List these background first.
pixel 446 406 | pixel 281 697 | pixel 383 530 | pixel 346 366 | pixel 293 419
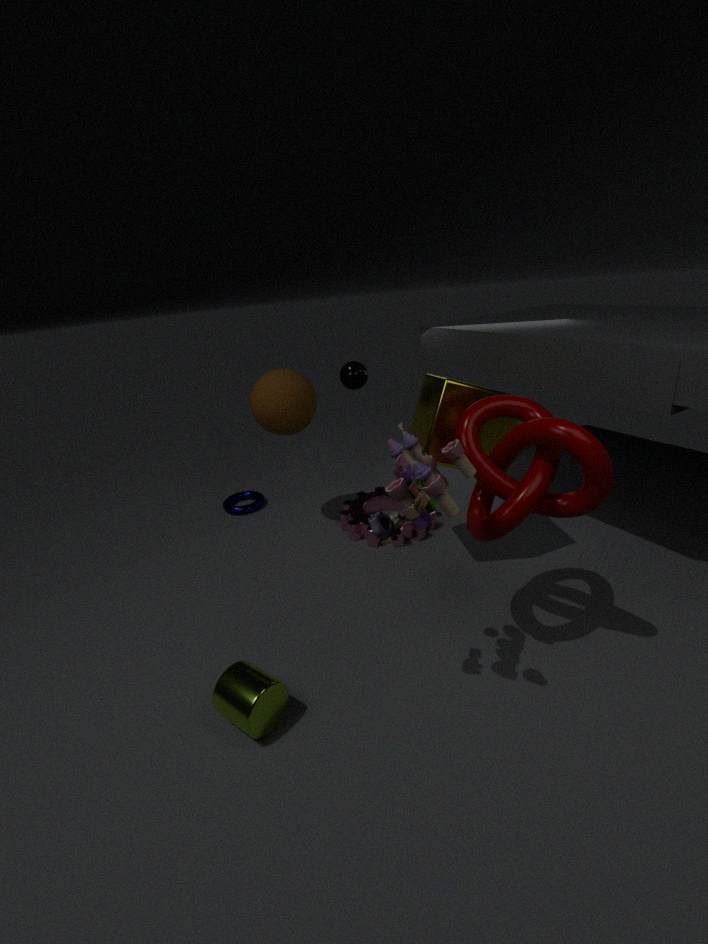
pixel 346 366 → pixel 293 419 → pixel 446 406 → pixel 281 697 → pixel 383 530
